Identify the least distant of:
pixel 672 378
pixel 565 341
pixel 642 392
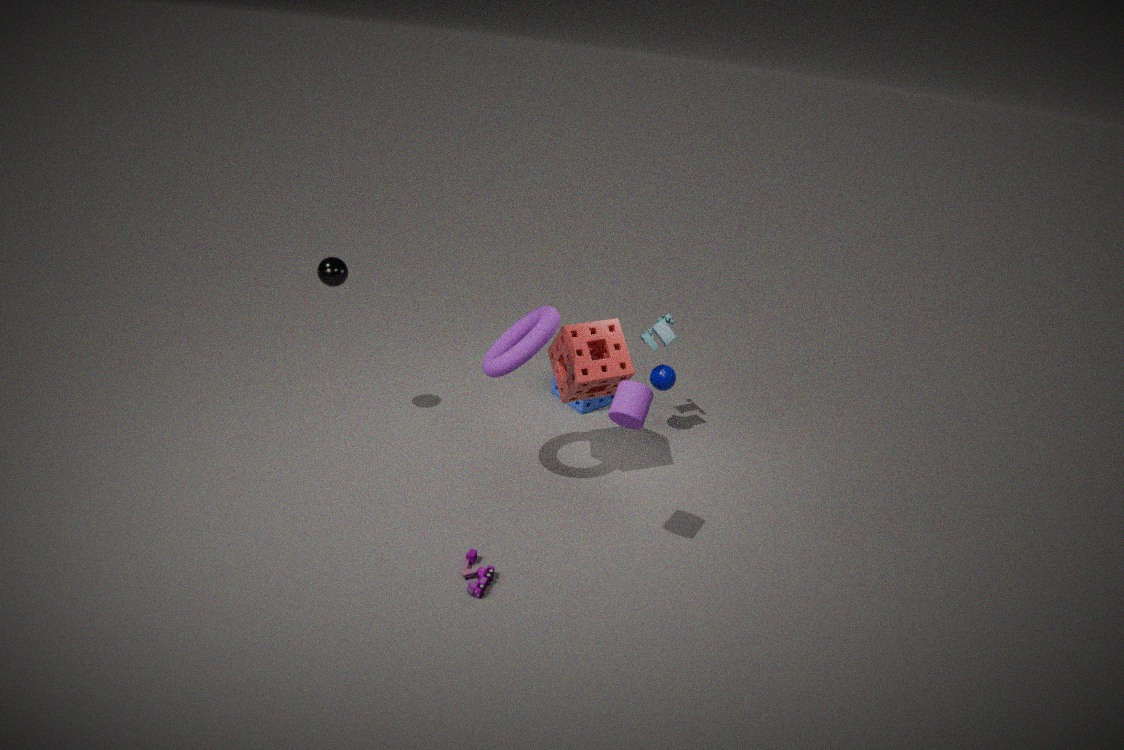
pixel 642 392
